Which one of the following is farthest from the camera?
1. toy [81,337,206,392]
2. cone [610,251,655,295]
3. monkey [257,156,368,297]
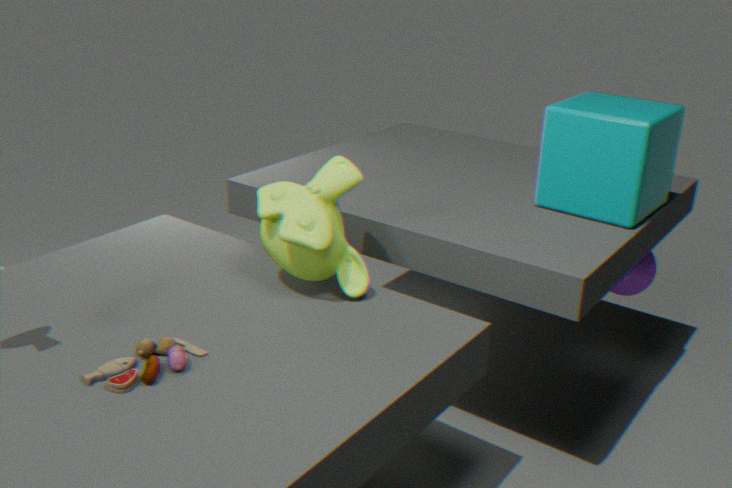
cone [610,251,655,295]
